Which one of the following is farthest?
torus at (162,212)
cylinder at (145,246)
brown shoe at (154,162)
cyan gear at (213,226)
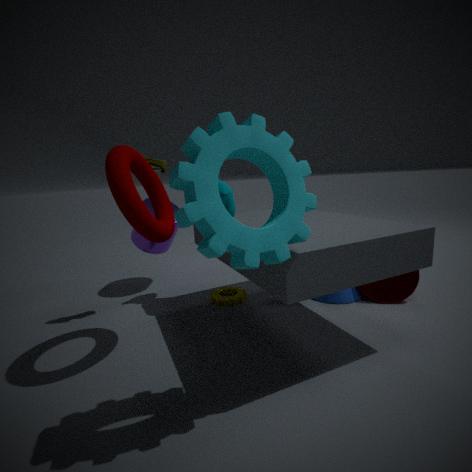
cylinder at (145,246)
